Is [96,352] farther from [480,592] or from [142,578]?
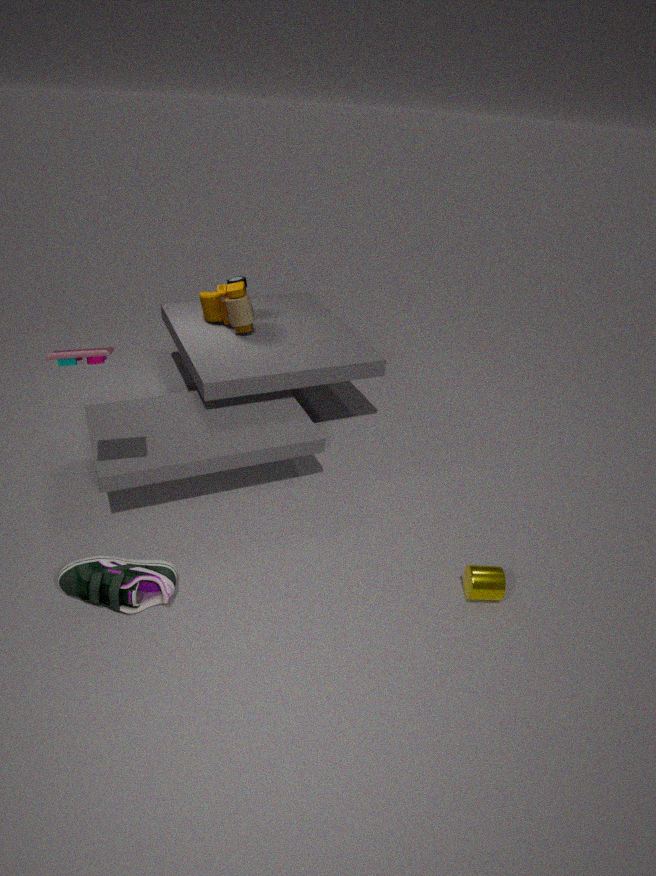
[480,592]
